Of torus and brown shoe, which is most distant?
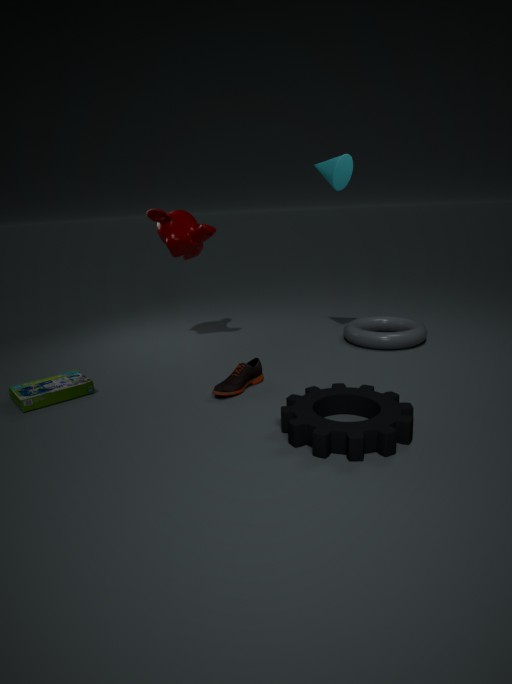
torus
